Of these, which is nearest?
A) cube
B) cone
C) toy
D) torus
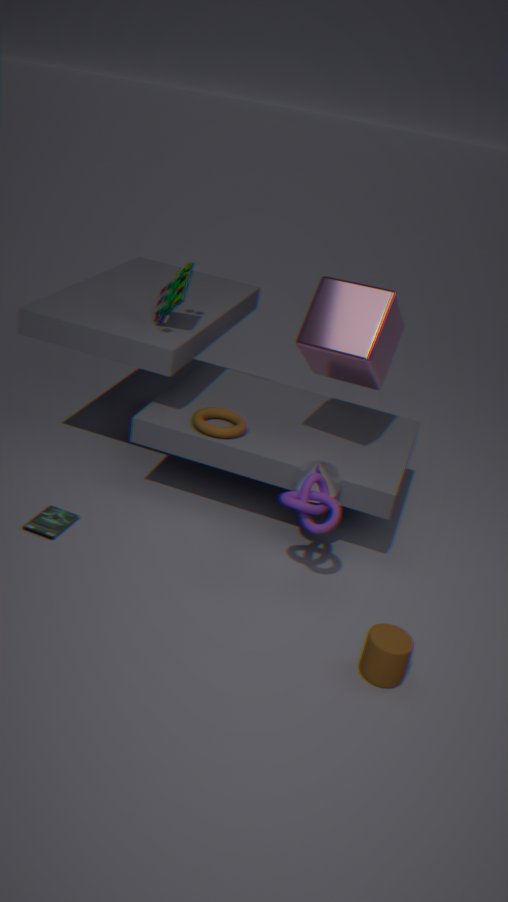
cone
